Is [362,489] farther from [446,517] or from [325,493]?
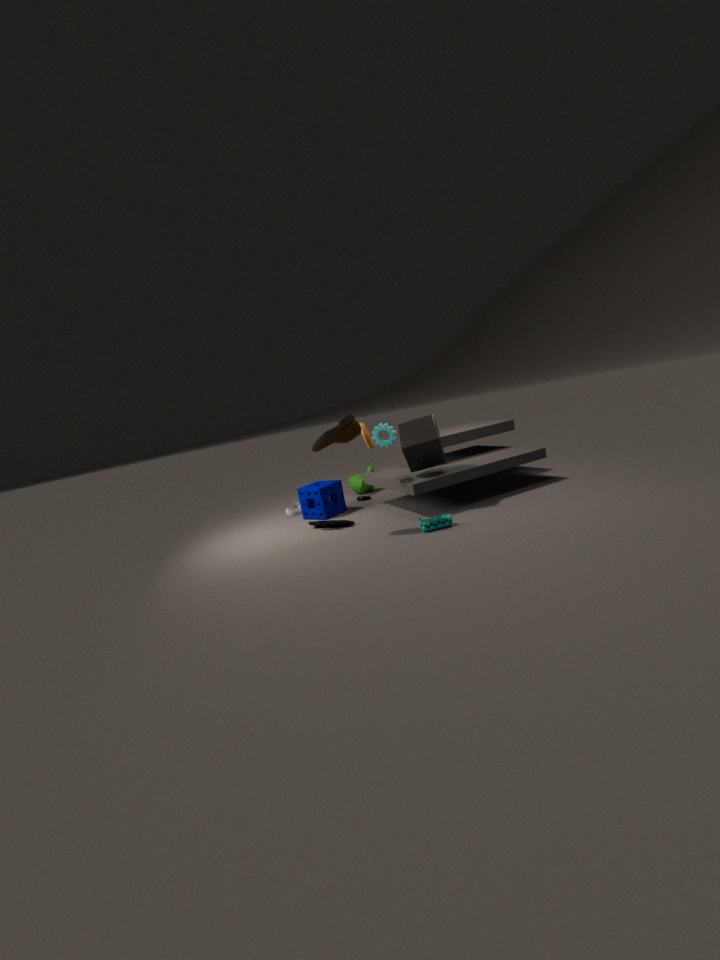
[446,517]
